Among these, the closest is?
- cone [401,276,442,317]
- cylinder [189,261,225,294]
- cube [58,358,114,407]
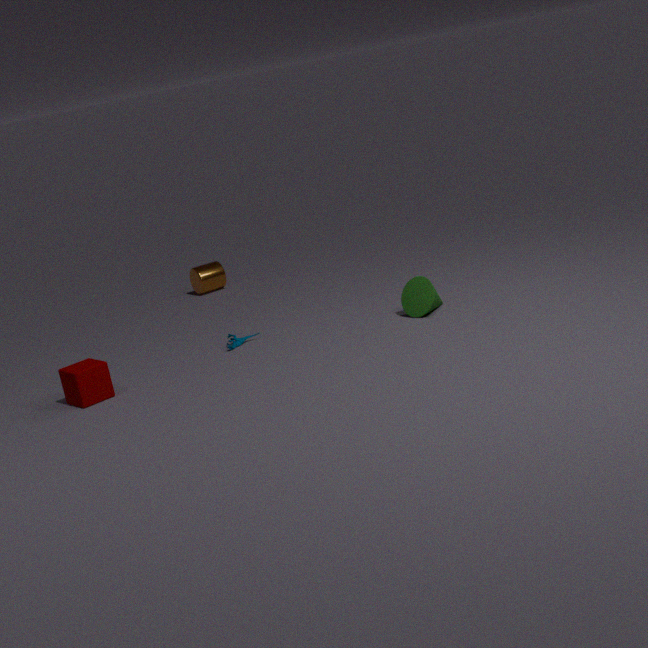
cube [58,358,114,407]
